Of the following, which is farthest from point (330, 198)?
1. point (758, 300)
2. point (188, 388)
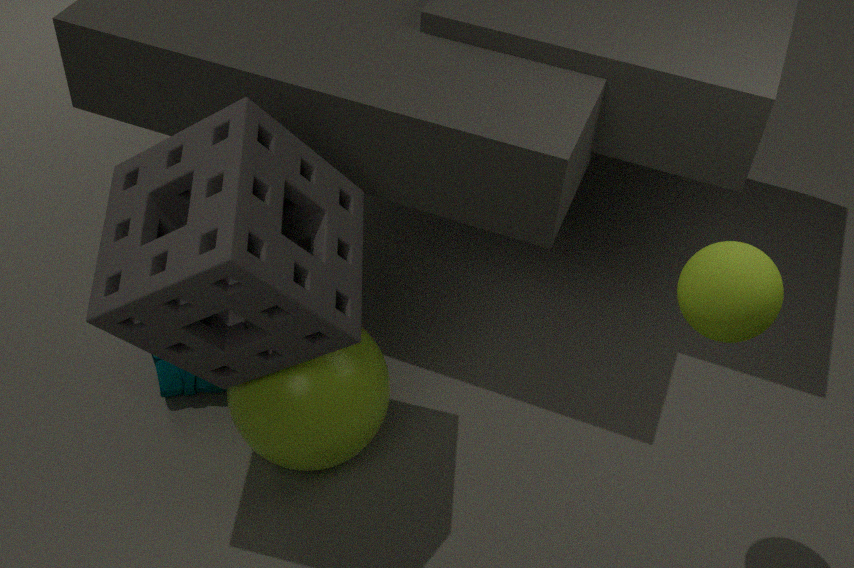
point (758, 300)
